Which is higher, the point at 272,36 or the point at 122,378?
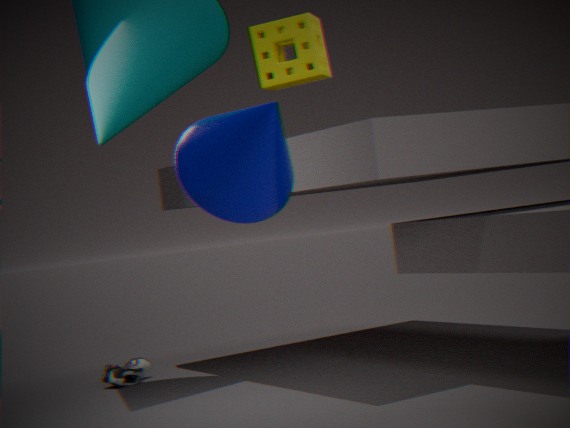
the point at 272,36
